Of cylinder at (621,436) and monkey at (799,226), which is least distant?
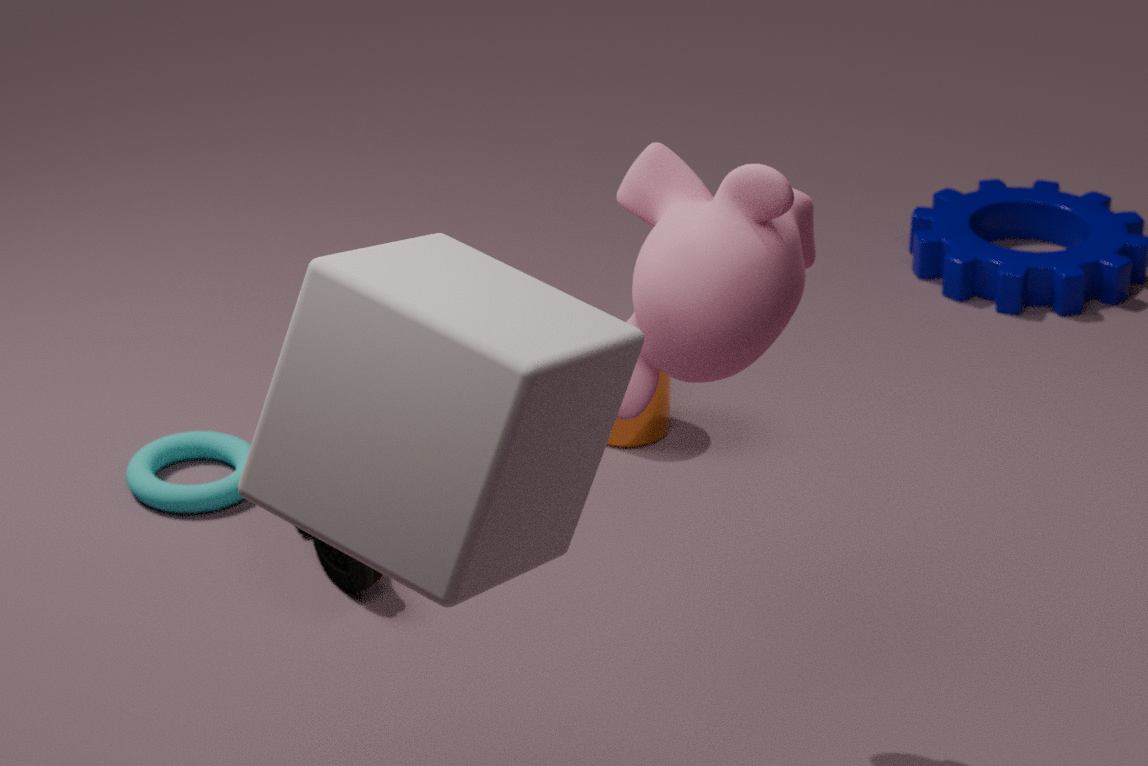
monkey at (799,226)
